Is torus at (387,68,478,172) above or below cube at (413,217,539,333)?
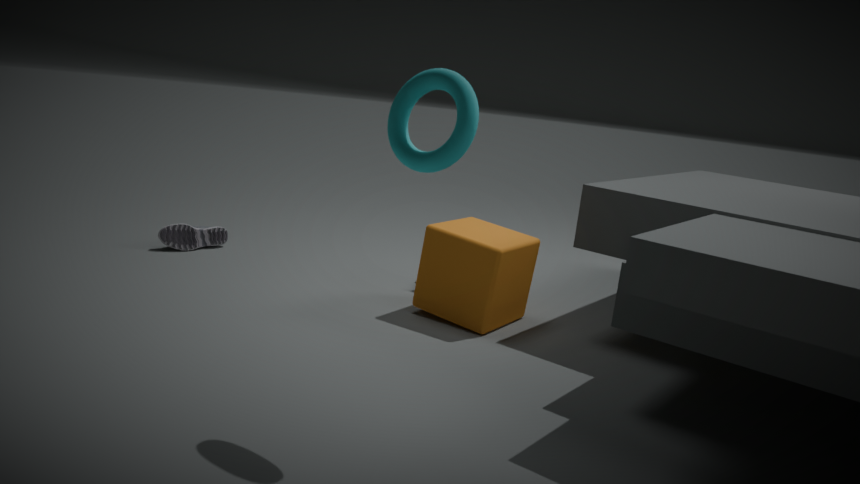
above
